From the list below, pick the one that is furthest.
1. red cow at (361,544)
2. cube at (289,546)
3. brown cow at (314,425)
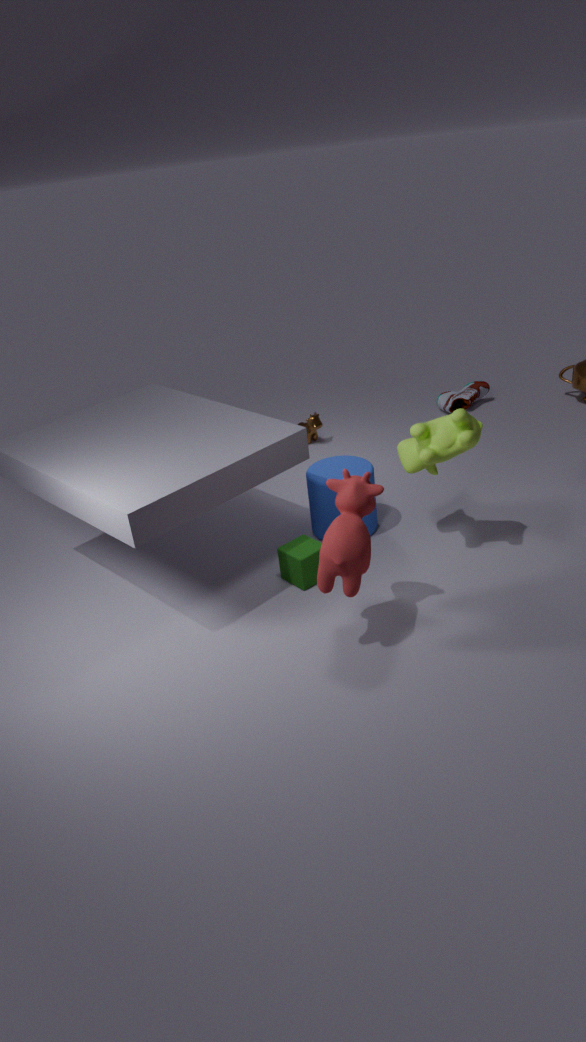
brown cow at (314,425)
